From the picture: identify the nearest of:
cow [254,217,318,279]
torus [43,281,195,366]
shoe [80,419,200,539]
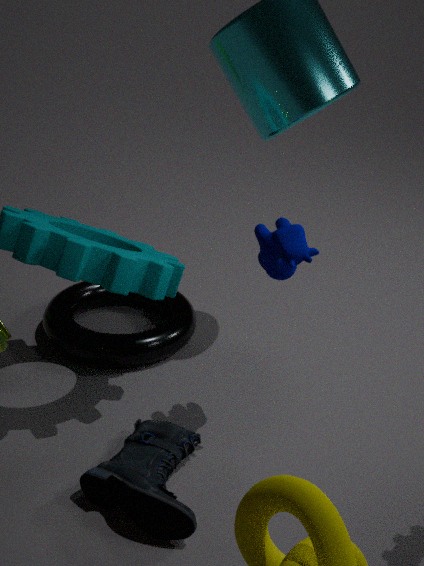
shoe [80,419,200,539]
